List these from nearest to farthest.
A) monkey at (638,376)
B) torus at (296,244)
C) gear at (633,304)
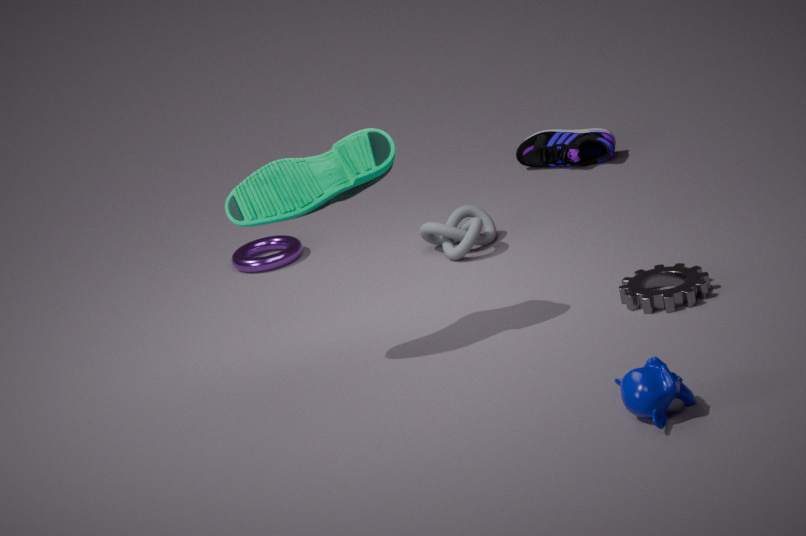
1. monkey at (638,376)
2. gear at (633,304)
3. torus at (296,244)
